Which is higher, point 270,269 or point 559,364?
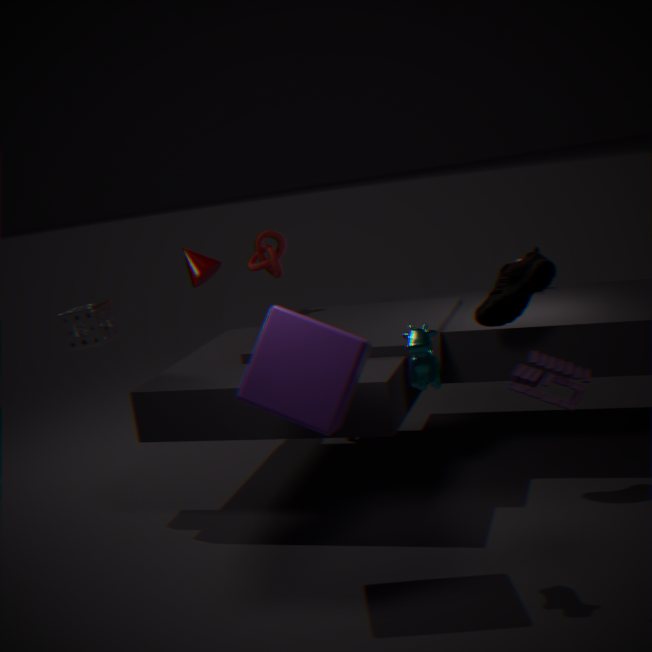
point 270,269
